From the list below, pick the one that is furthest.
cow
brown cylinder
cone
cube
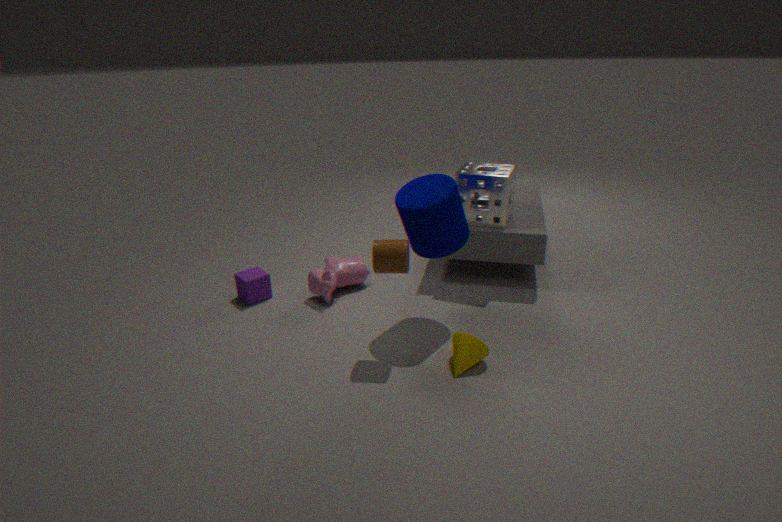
cube
